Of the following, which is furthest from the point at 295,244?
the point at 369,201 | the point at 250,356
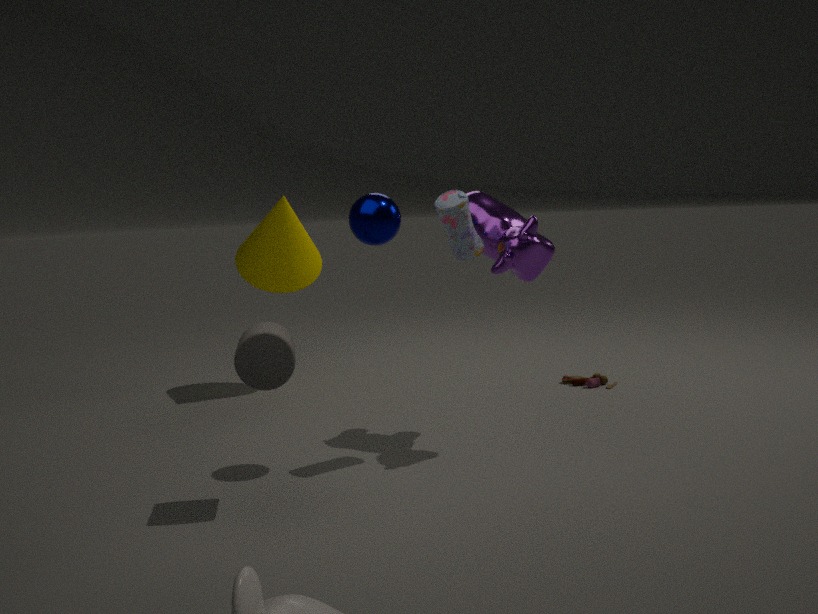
the point at 250,356
